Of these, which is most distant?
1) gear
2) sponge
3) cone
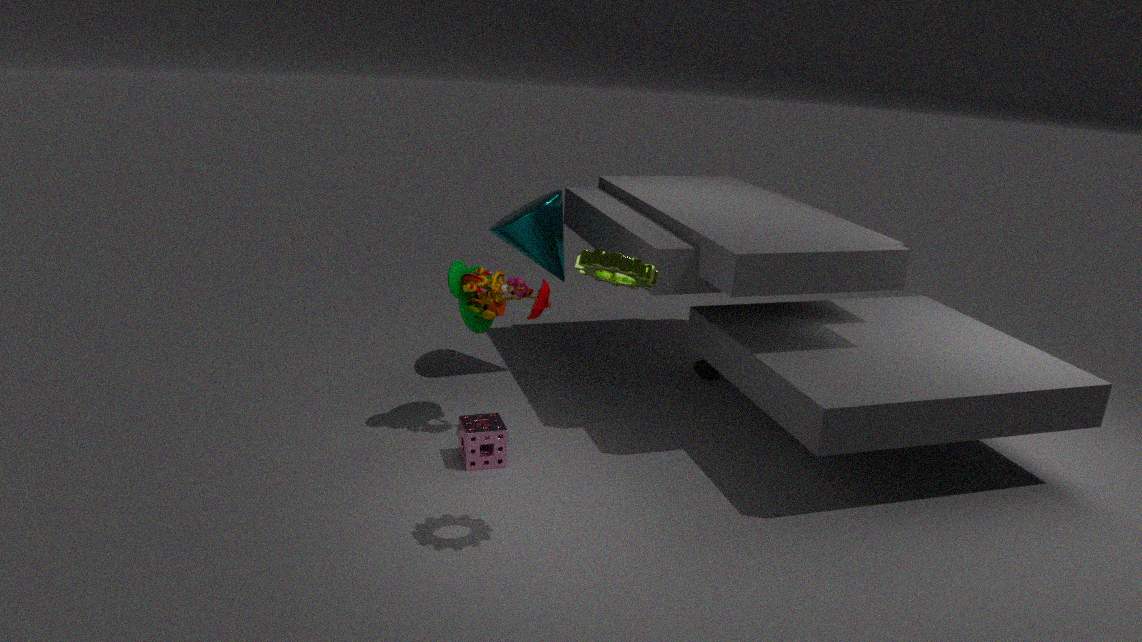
Result: 3. cone
